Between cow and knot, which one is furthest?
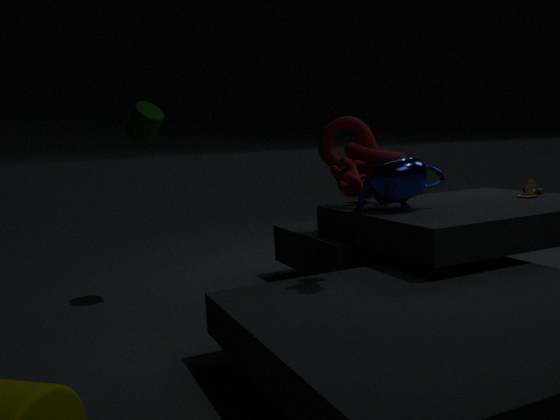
knot
